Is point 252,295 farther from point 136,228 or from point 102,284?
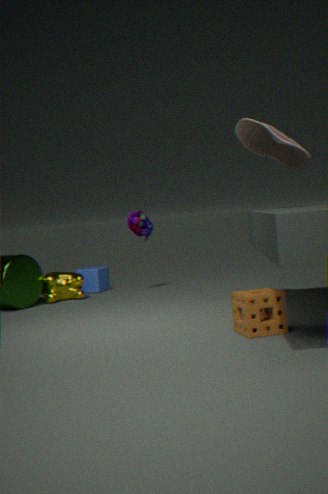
point 102,284
